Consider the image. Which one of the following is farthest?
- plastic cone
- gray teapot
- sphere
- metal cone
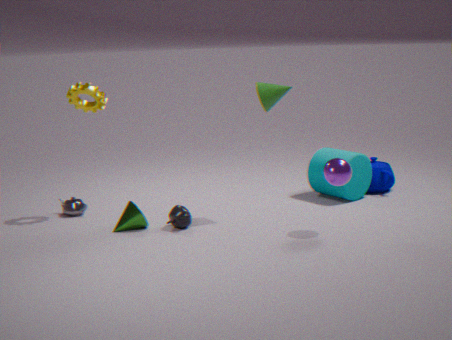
gray teapot
